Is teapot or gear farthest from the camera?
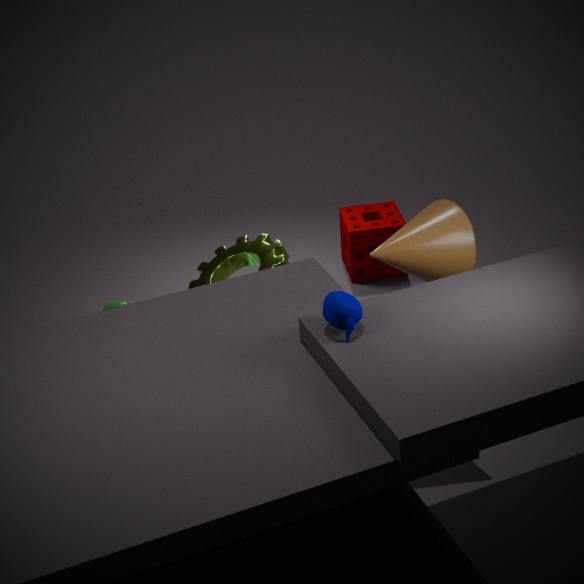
gear
